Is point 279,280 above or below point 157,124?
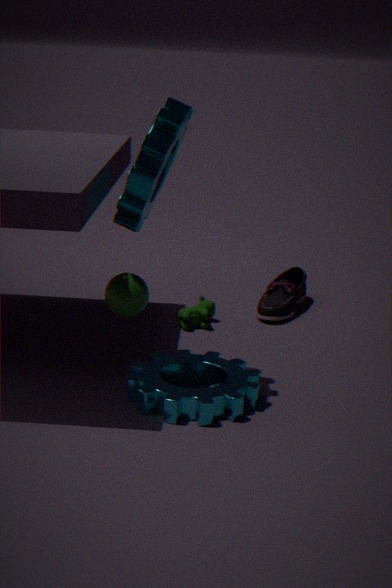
below
